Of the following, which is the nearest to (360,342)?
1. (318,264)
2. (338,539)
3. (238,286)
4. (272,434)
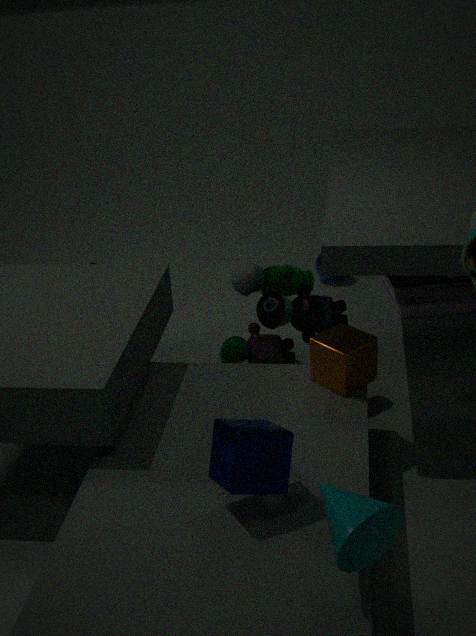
(238,286)
